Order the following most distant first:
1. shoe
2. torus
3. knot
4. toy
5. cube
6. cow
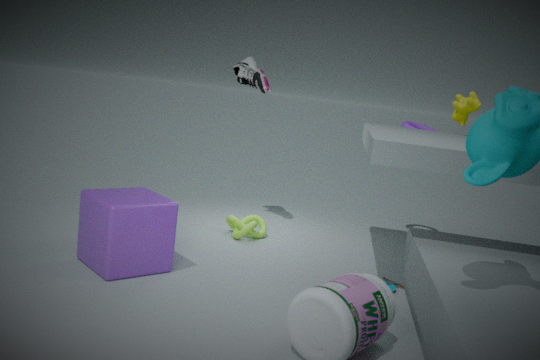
torus, shoe, cow, knot, toy, cube
